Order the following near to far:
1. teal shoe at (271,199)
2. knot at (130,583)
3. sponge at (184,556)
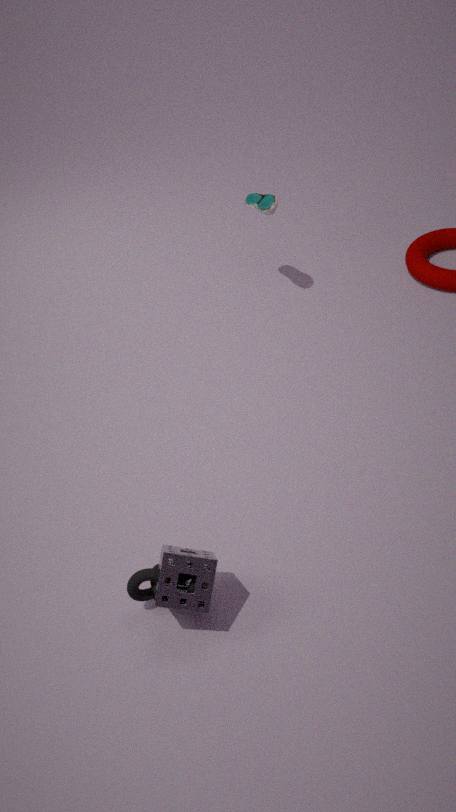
1. sponge at (184,556)
2. knot at (130,583)
3. teal shoe at (271,199)
